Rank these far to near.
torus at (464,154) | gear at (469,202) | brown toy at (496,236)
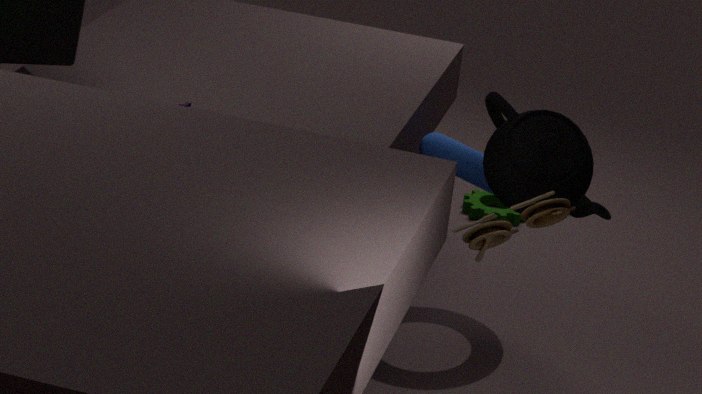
gear at (469,202) → torus at (464,154) → brown toy at (496,236)
